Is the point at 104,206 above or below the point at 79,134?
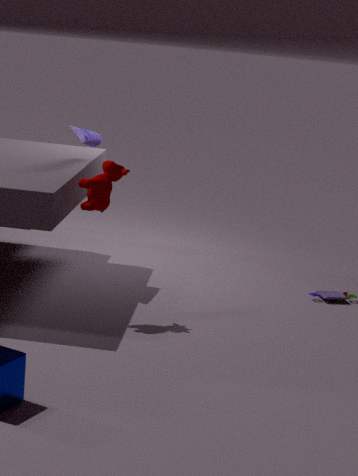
below
